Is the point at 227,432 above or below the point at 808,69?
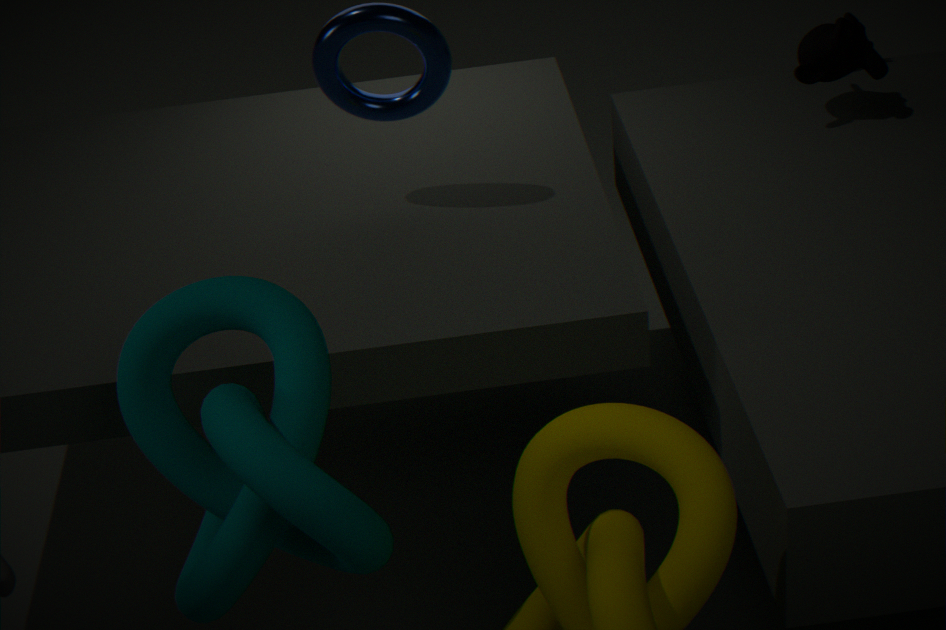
below
